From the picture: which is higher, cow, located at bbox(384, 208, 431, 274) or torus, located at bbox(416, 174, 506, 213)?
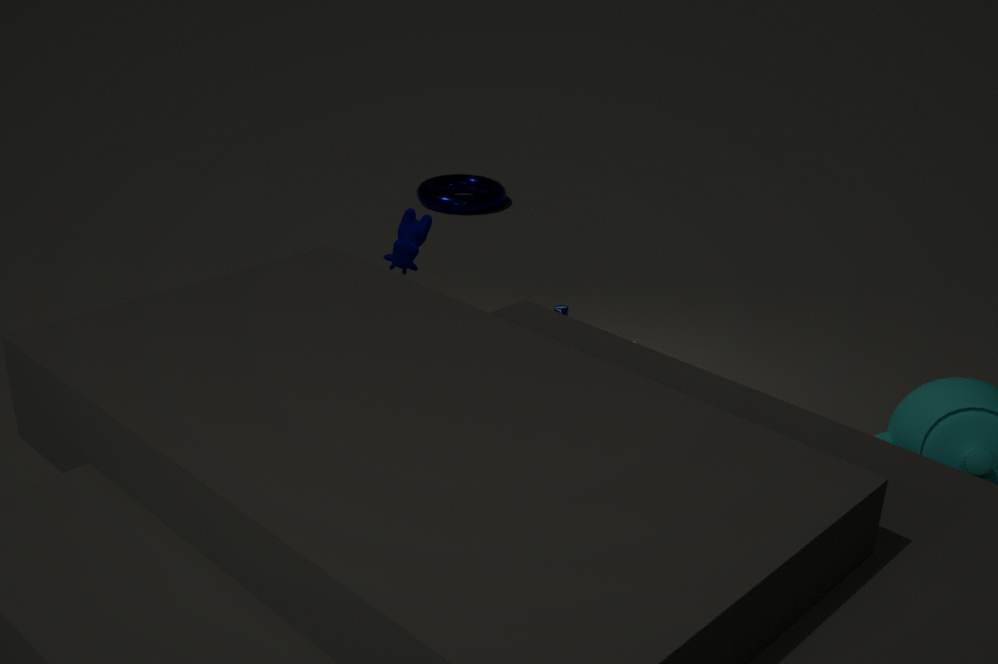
cow, located at bbox(384, 208, 431, 274)
